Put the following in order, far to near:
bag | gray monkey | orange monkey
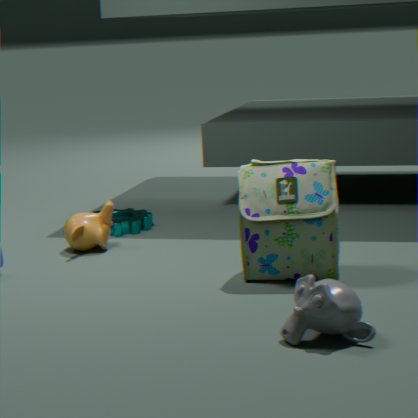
orange monkey, bag, gray monkey
